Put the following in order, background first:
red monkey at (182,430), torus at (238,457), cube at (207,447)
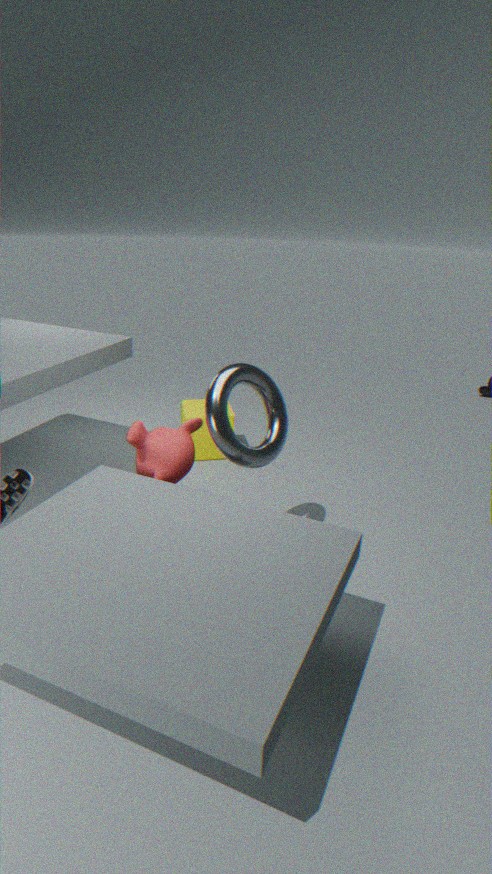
cube at (207,447)
red monkey at (182,430)
torus at (238,457)
